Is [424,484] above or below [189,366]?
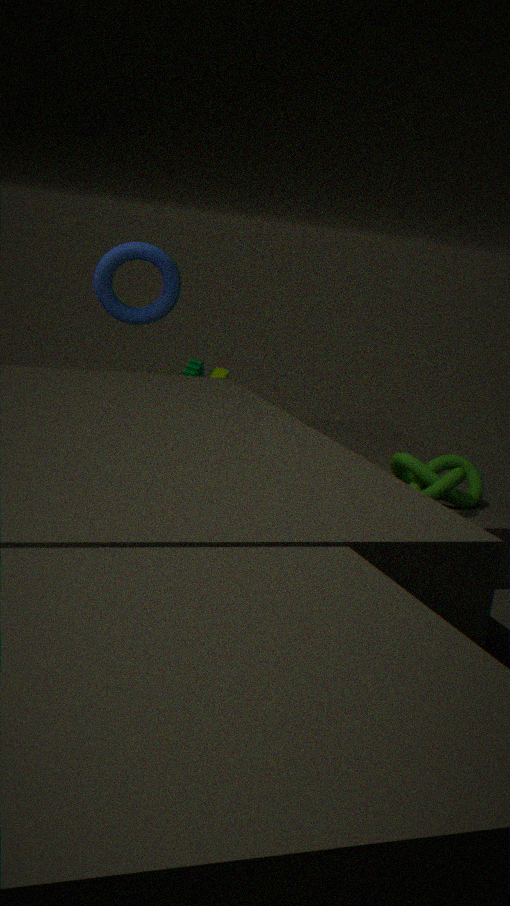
below
